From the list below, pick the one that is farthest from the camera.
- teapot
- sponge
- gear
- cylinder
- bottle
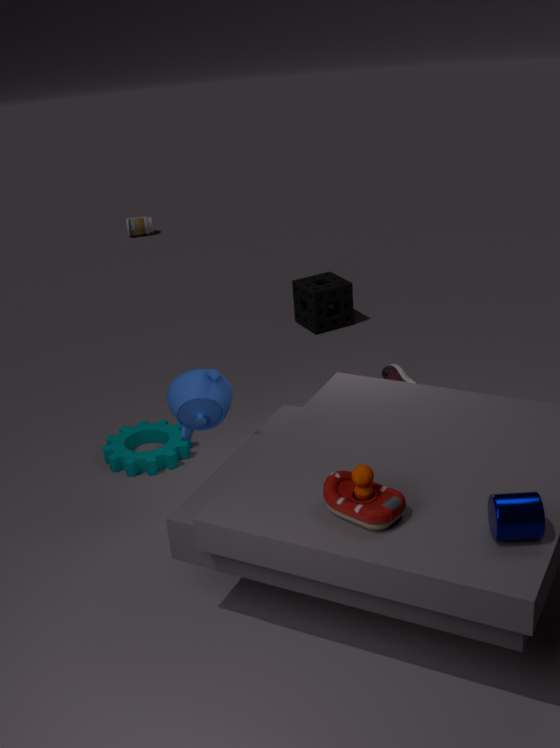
bottle
